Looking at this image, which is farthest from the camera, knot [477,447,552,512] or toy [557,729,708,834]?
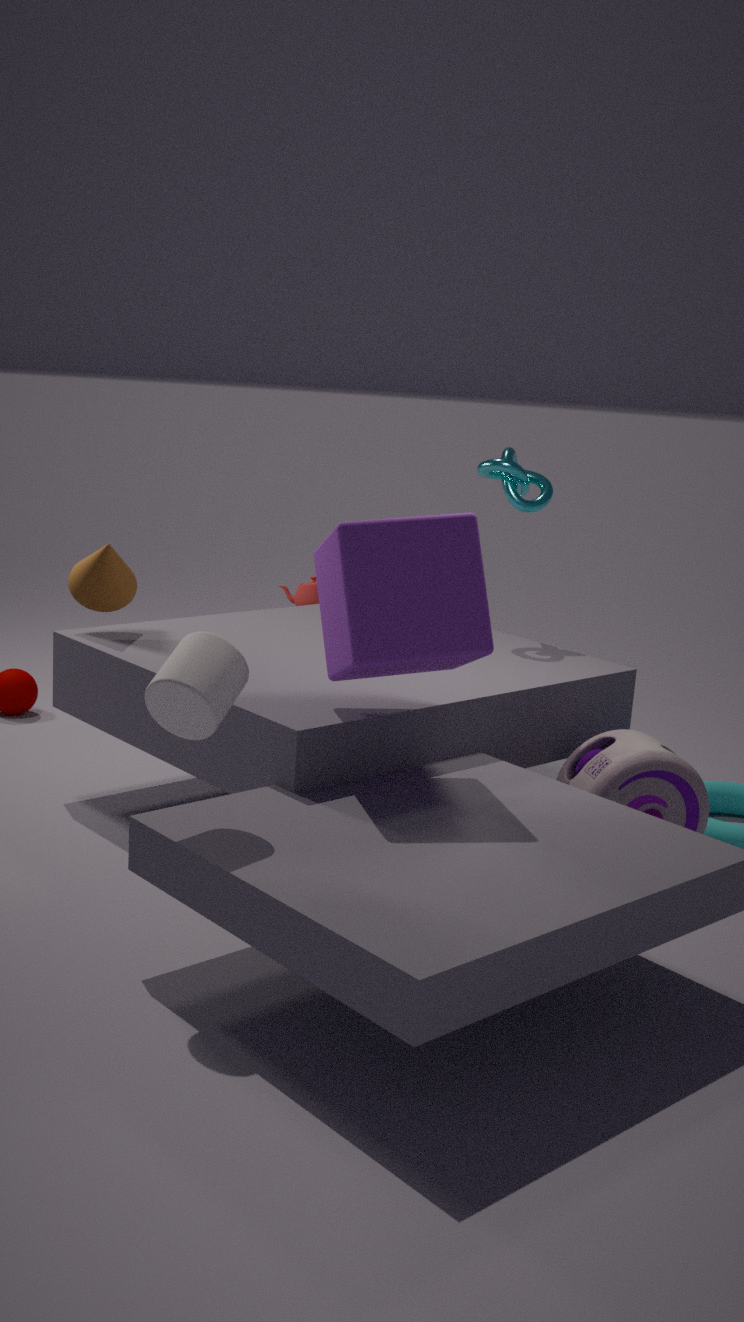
knot [477,447,552,512]
